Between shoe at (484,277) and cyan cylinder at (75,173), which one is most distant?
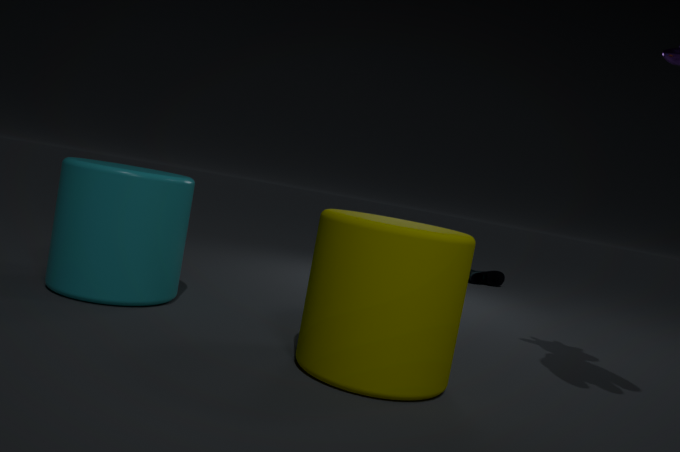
shoe at (484,277)
